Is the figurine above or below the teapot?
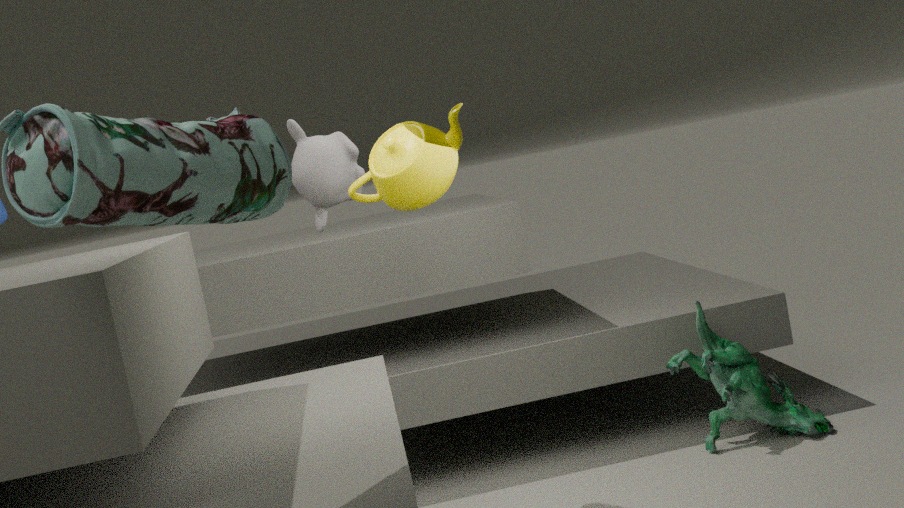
below
